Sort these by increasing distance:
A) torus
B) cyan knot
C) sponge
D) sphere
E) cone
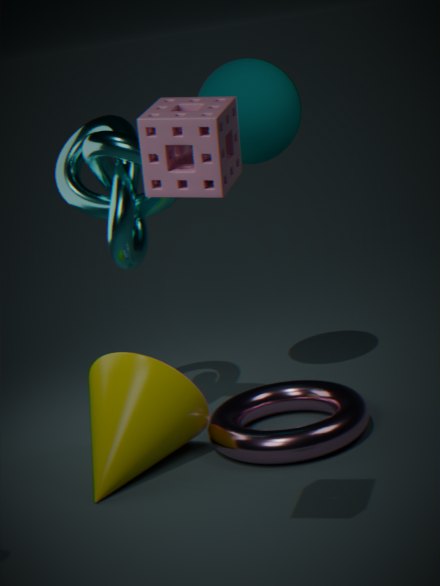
sponge → torus → cone → cyan knot → sphere
